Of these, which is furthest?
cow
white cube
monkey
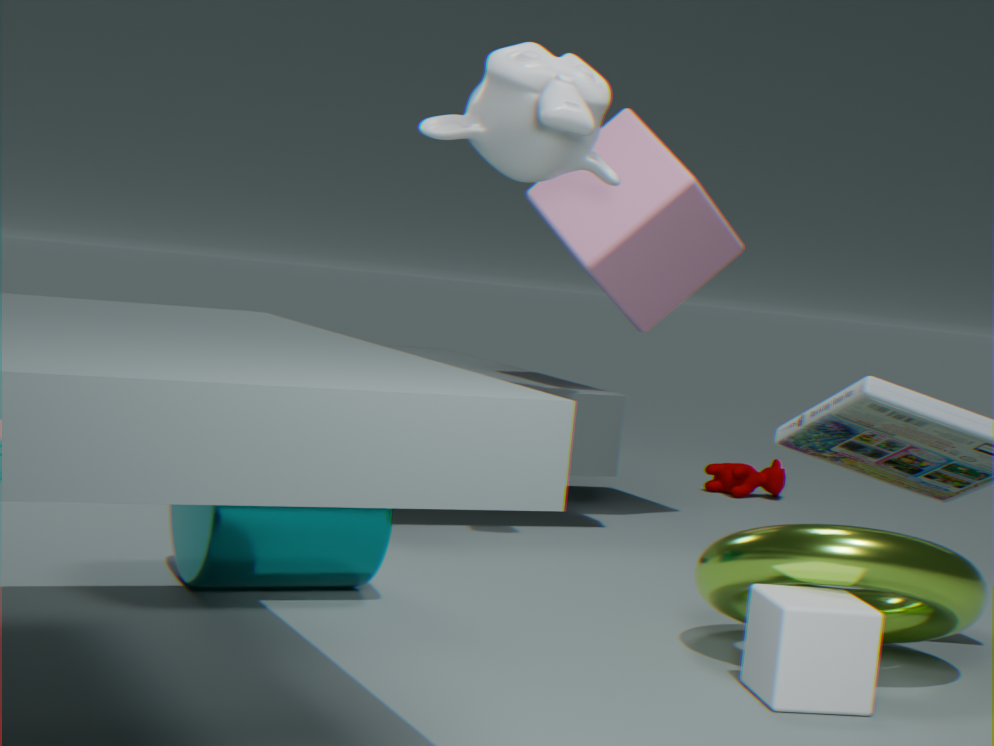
cow
